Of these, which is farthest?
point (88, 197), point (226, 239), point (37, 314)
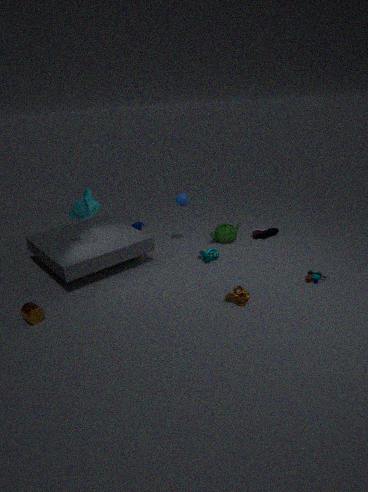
point (226, 239)
